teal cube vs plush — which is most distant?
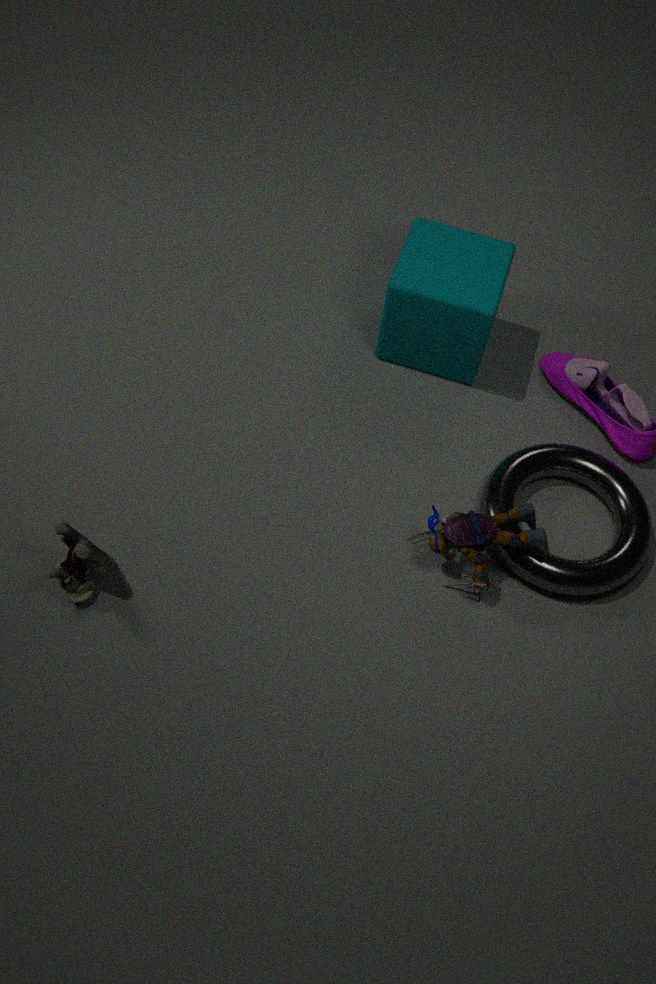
teal cube
